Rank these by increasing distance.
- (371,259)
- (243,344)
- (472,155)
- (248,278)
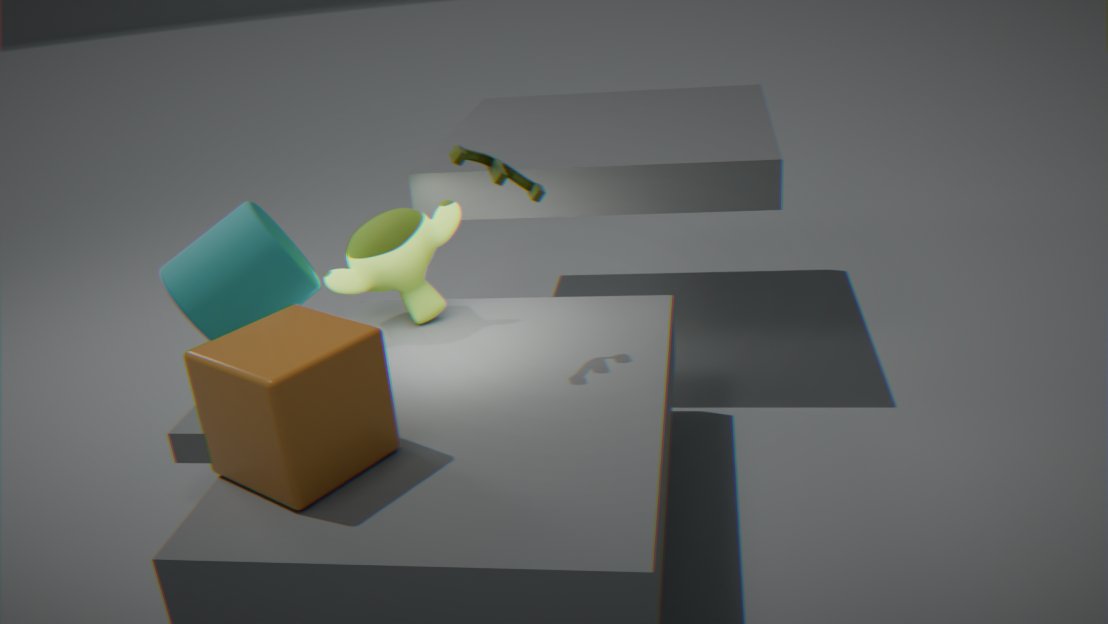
1. (243,344)
2. (472,155)
3. (248,278)
4. (371,259)
